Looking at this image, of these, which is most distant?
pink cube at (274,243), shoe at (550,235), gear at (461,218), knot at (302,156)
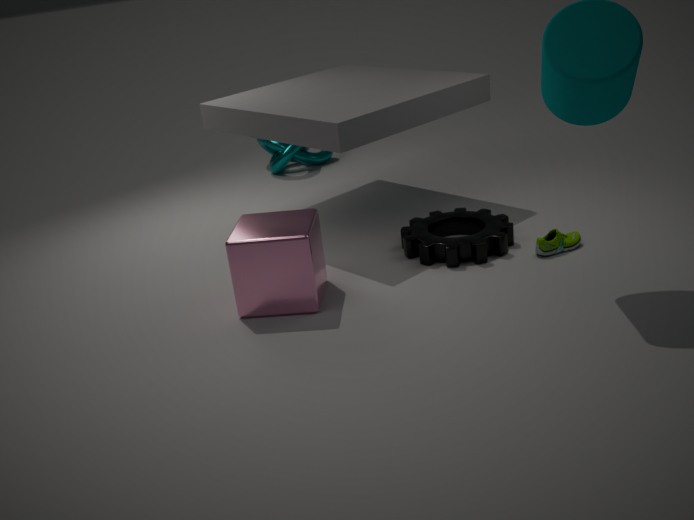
knot at (302,156)
